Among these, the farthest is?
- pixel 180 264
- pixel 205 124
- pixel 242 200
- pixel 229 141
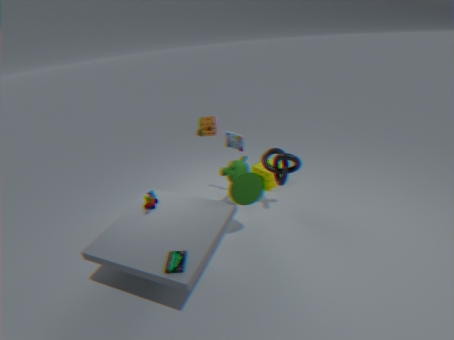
pixel 205 124
